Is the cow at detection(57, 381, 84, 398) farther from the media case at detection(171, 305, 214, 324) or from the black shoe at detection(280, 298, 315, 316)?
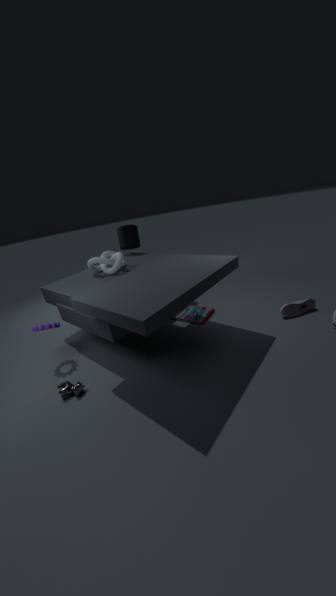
the black shoe at detection(280, 298, 315, 316)
